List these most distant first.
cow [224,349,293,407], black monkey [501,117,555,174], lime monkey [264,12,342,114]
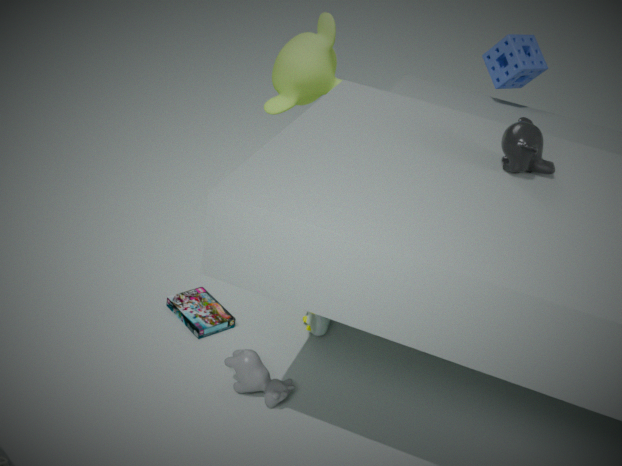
1. lime monkey [264,12,342,114]
2. cow [224,349,293,407]
3. black monkey [501,117,555,174]
